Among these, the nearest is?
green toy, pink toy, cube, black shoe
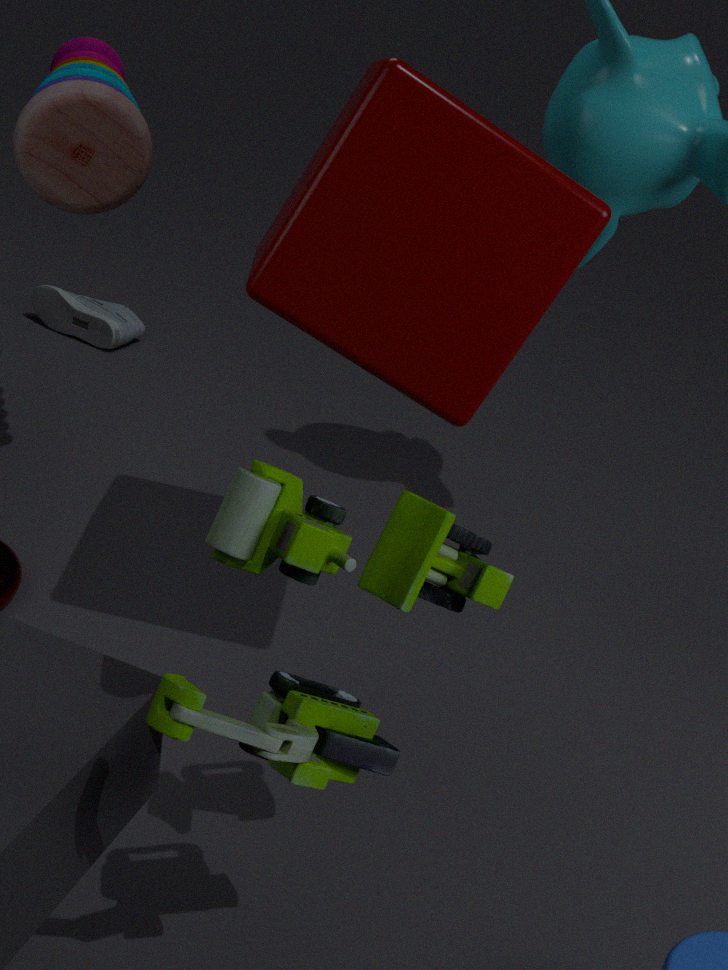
green toy
